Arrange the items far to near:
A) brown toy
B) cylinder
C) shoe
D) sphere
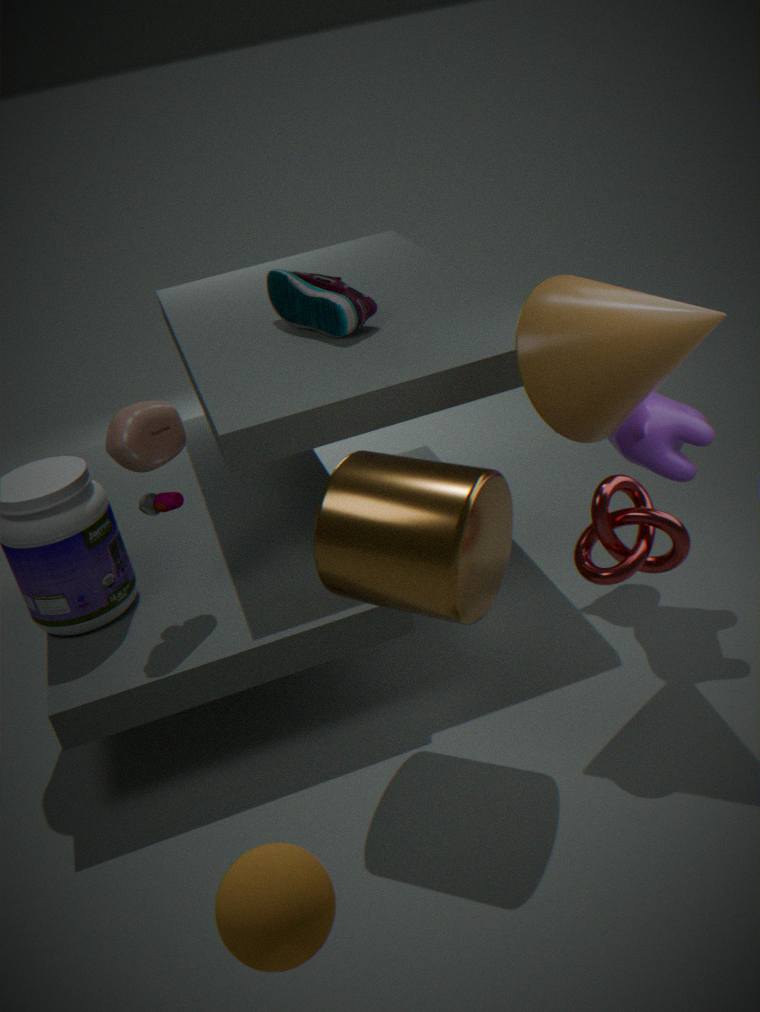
shoe → brown toy → cylinder → sphere
